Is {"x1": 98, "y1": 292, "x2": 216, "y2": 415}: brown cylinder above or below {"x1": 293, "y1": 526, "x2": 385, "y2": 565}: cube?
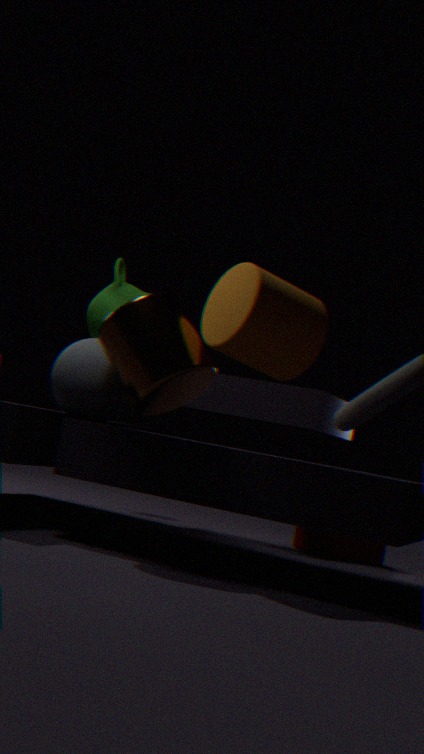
above
